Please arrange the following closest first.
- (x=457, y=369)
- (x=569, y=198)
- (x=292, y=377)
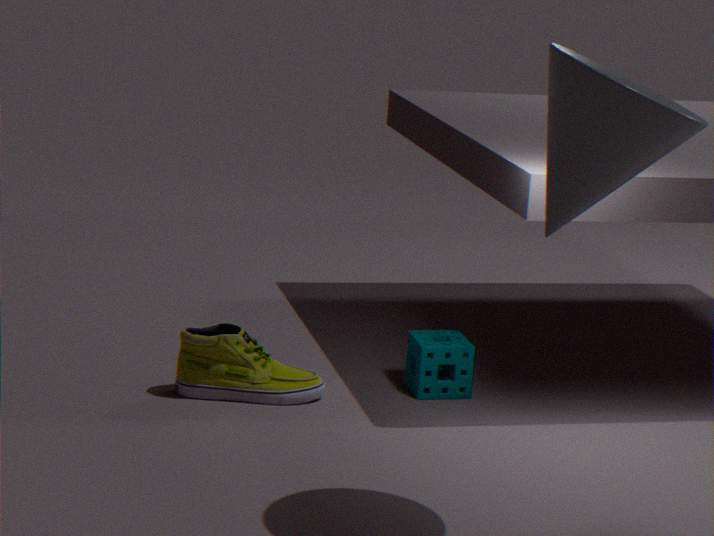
(x=569, y=198) → (x=292, y=377) → (x=457, y=369)
